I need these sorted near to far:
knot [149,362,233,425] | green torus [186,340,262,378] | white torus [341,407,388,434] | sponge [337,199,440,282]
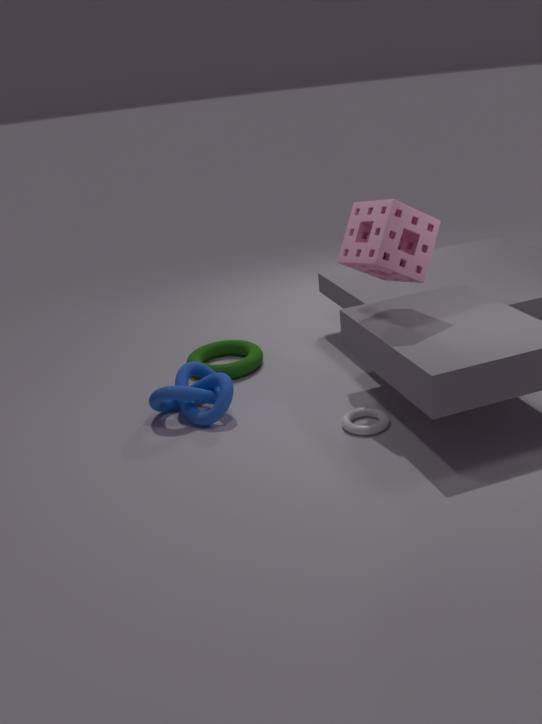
sponge [337,199,440,282]
white torus [341,407,388,434]
knot [149,362,233,425]
green torus [186,340,262,378]
